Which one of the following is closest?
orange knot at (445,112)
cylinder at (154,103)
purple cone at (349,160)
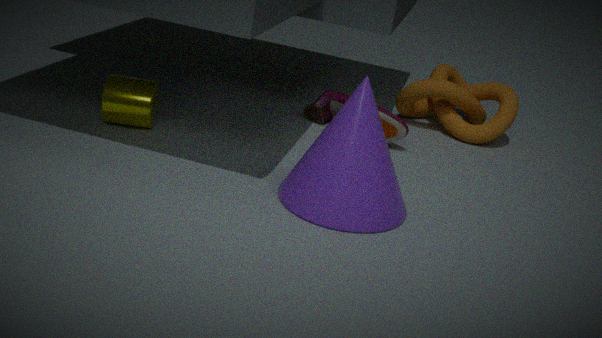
purple cone at (349,160)
